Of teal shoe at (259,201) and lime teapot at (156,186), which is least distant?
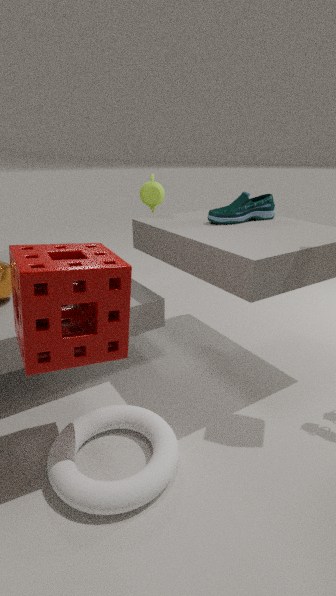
teal shoe at (259,201)
